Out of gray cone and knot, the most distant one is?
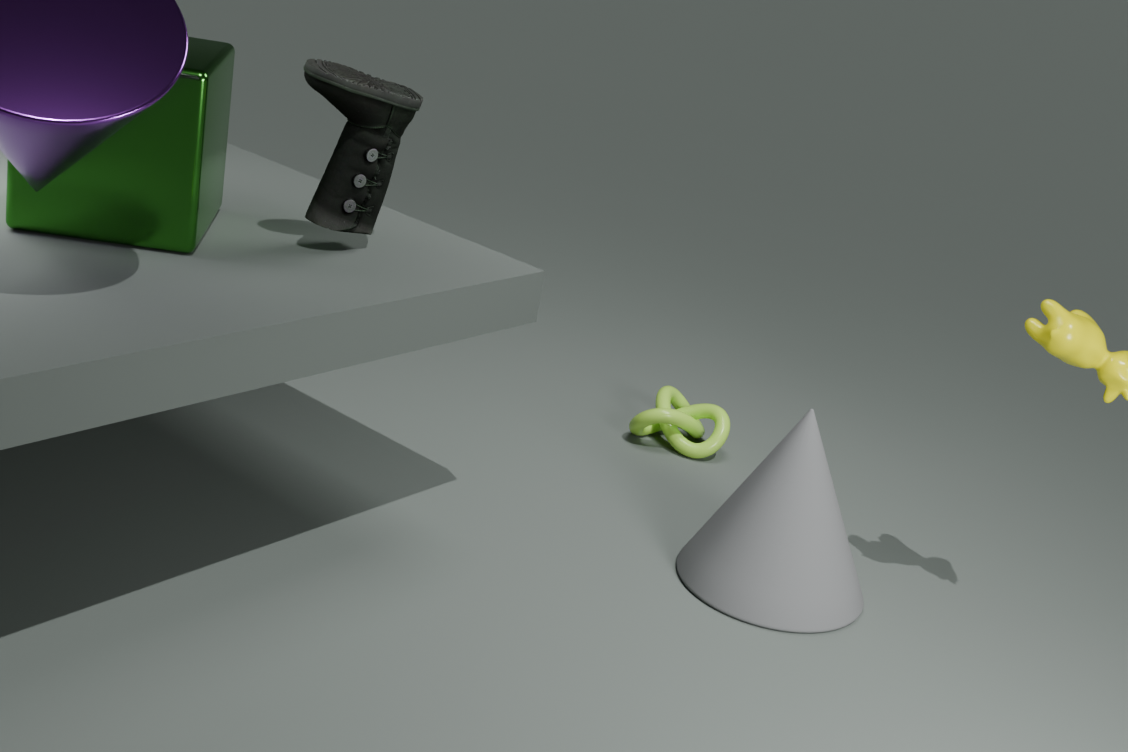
knot
